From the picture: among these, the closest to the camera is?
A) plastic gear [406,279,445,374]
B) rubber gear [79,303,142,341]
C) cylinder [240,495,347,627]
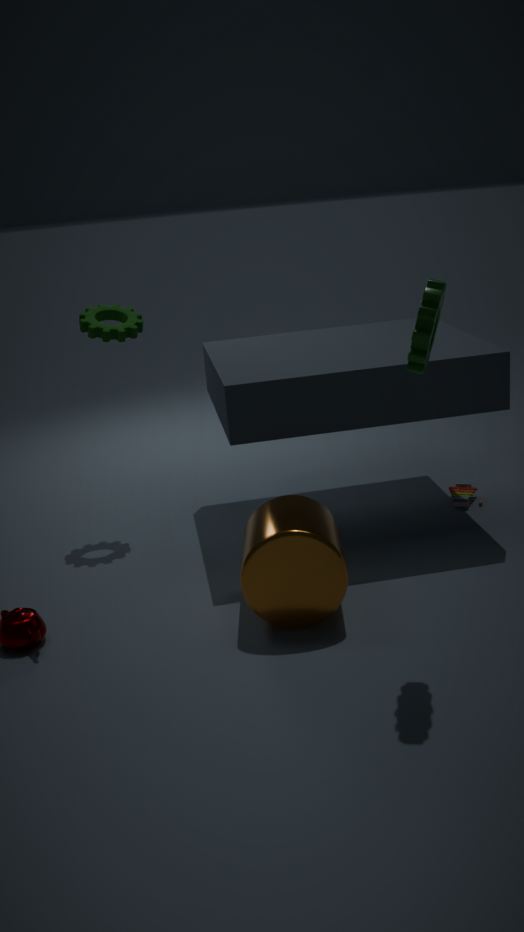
A. plastic gear [406,279,445,374]
